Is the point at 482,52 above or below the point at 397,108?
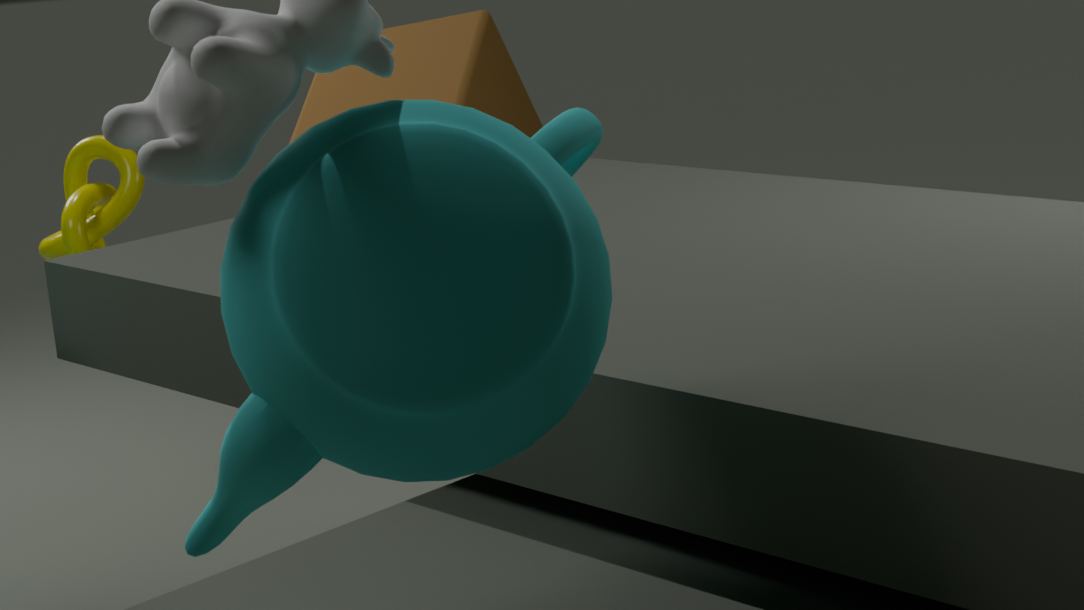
below
